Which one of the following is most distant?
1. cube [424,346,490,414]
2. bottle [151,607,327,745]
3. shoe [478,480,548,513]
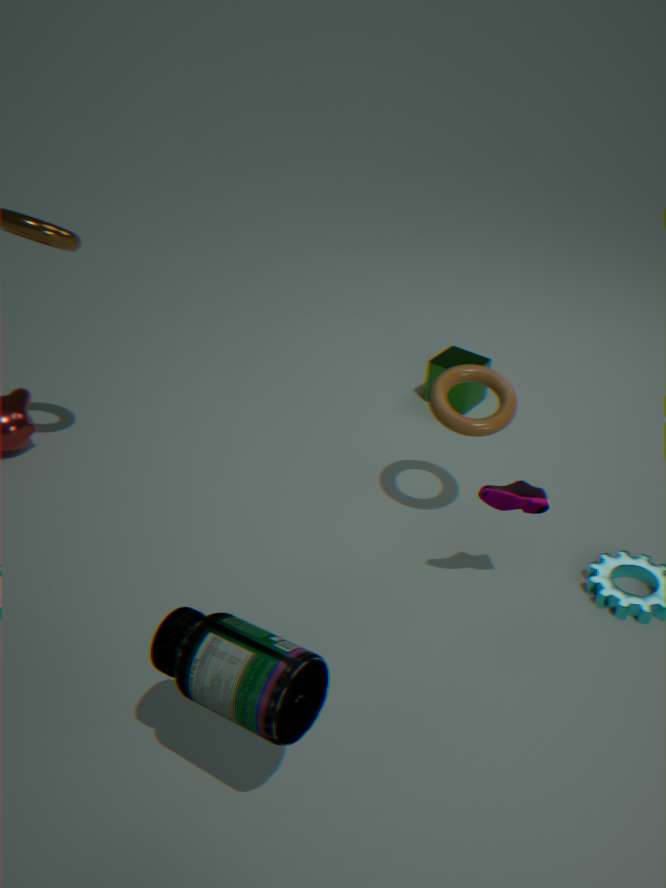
cube [424,346,490,414]
